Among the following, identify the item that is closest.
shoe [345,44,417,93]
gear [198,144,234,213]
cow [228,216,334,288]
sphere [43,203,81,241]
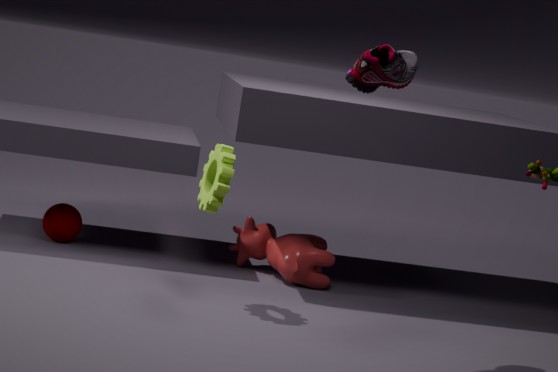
shoe [345,44,417,93]
